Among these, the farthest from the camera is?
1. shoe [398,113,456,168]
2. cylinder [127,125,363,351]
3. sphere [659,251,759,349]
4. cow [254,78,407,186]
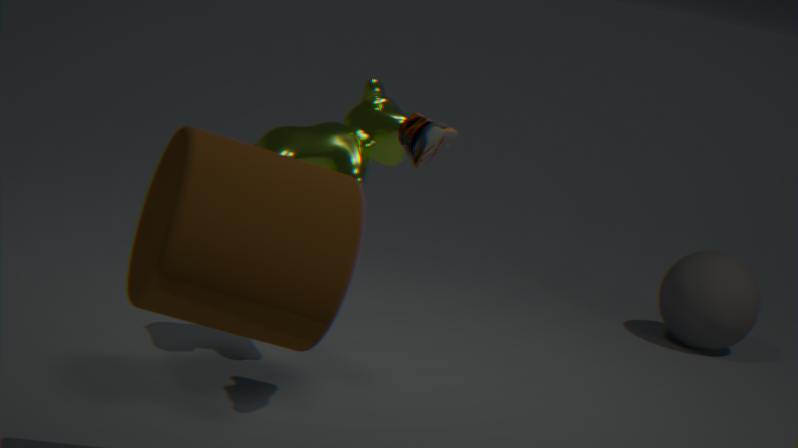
sphere [659,251,759,349]
